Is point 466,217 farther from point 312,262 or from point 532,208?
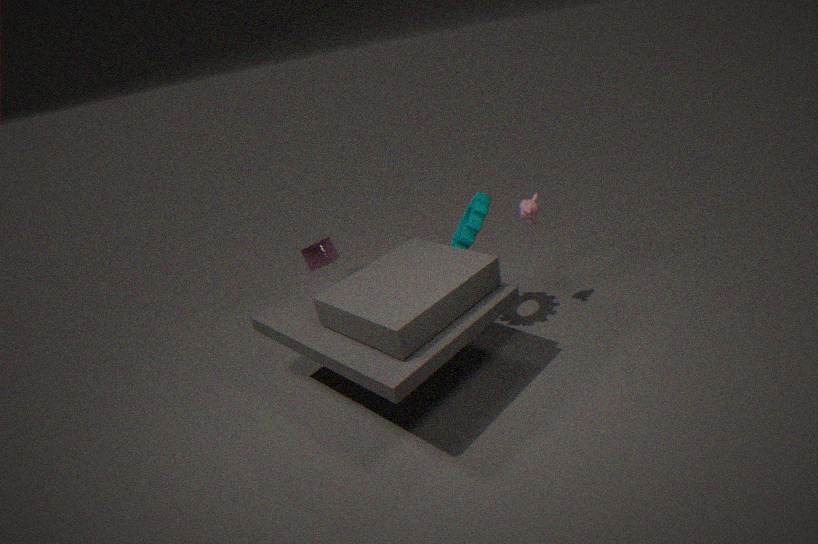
point 312,262
